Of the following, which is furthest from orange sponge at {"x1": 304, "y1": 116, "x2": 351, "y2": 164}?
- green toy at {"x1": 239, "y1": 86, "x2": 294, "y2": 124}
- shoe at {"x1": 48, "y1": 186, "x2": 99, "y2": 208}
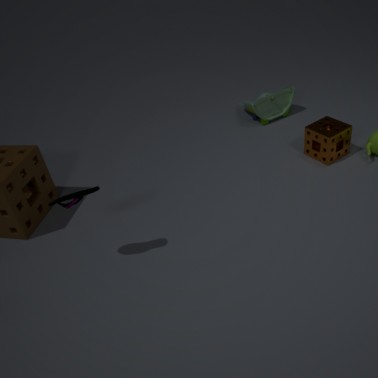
shoe at {"x1": 48, "y1": 186, "x2": 99, "y2": 208}
